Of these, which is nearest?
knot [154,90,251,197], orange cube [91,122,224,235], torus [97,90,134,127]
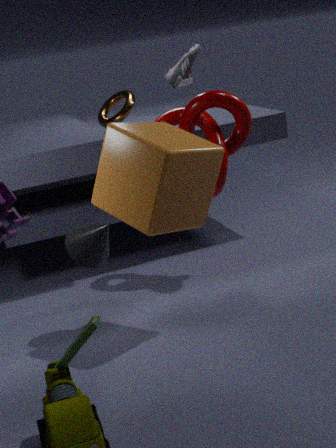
orange cube [91,122,224,235]
